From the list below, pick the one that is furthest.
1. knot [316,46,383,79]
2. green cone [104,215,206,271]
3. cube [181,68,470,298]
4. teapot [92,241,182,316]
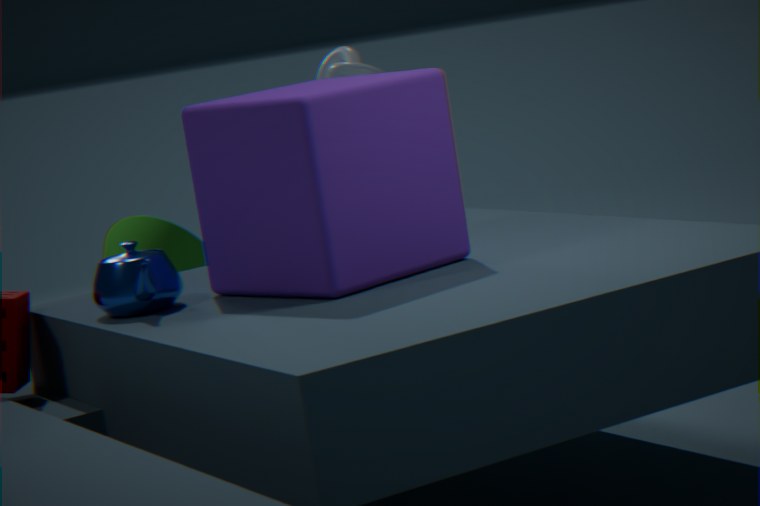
green cone [104,215,206,271]
